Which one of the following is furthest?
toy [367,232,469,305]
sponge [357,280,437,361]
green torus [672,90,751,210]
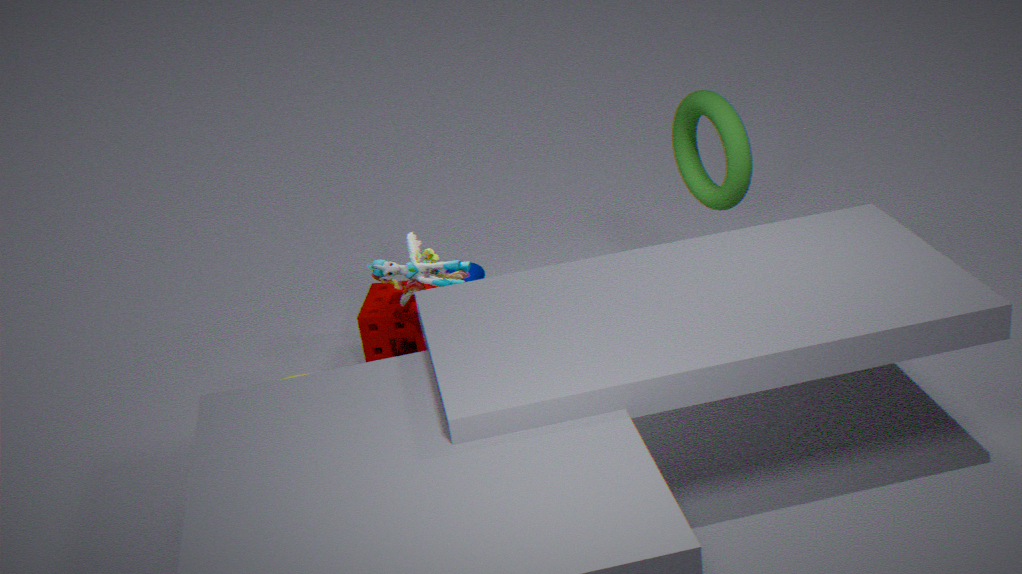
sponge [357,280,437,361]
